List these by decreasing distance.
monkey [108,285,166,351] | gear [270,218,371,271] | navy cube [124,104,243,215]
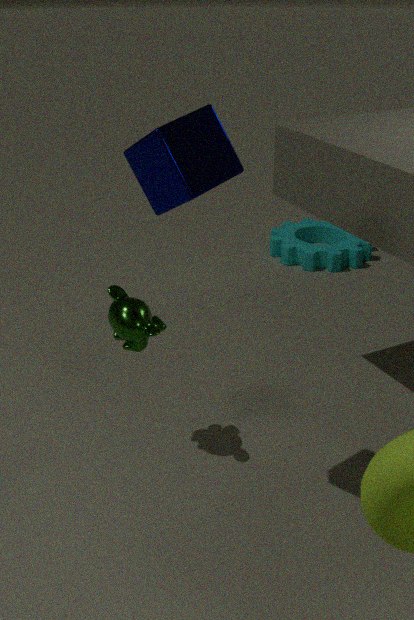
gear [270,218,371,271] < monkey [108,285,166,351] < navy cube [124,104,243,215]
